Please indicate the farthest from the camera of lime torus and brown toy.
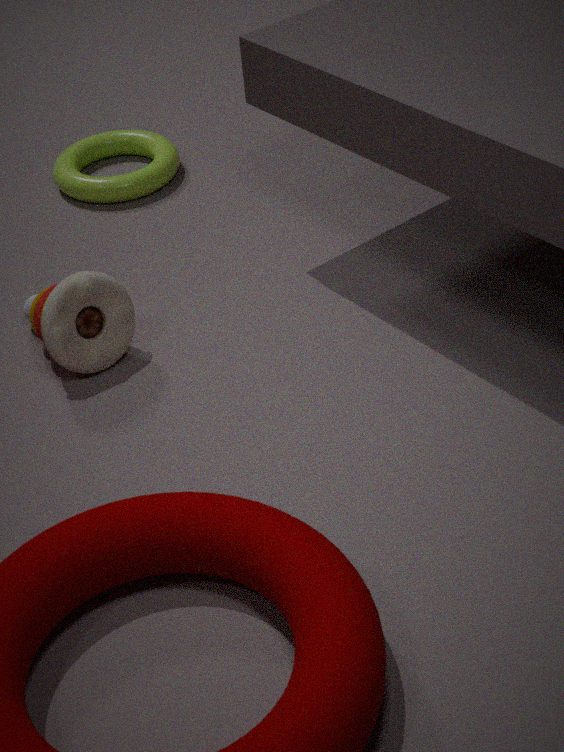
lime torus
